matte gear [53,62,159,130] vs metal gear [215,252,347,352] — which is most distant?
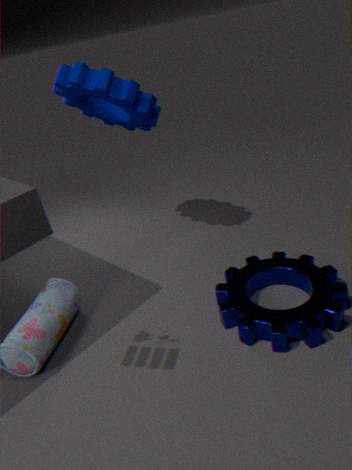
matte gear [53,62,159,130]
